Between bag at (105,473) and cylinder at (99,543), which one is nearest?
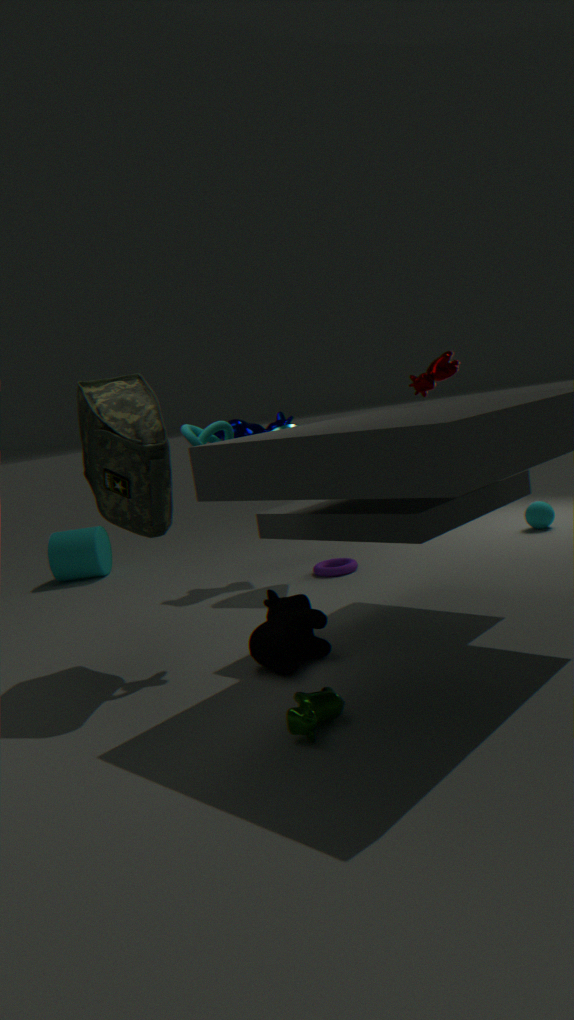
bag at (105,473)
